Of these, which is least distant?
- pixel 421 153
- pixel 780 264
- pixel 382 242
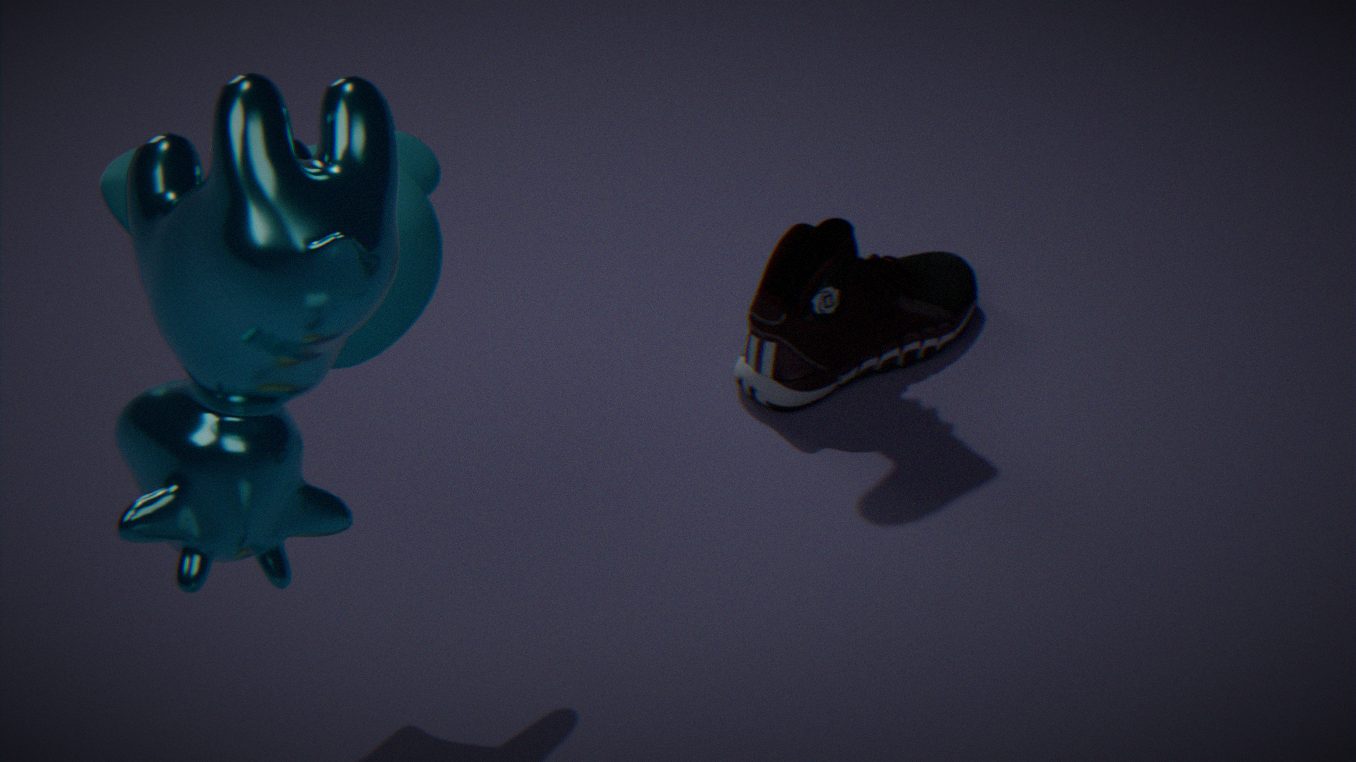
pixel 382 242
